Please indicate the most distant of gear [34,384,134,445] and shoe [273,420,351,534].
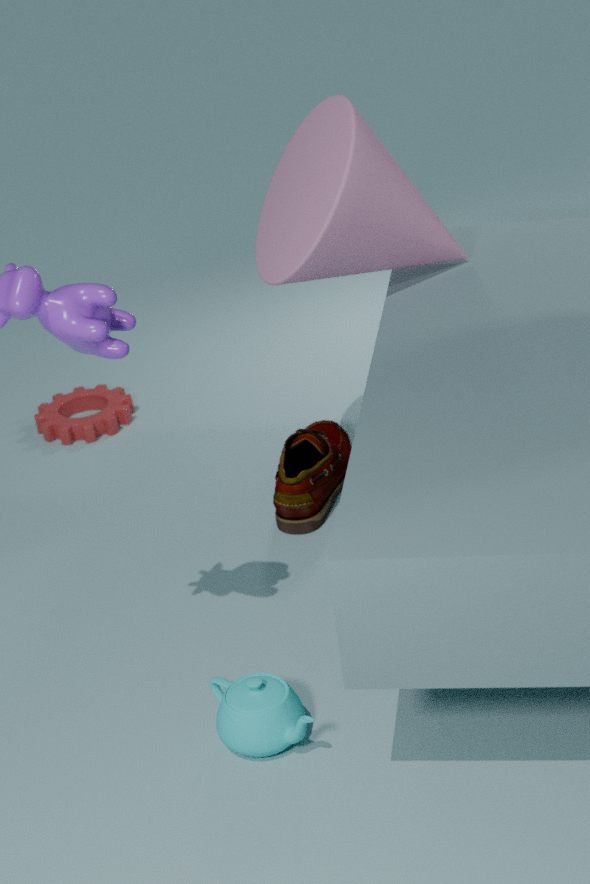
gear [34,384,134,445]
